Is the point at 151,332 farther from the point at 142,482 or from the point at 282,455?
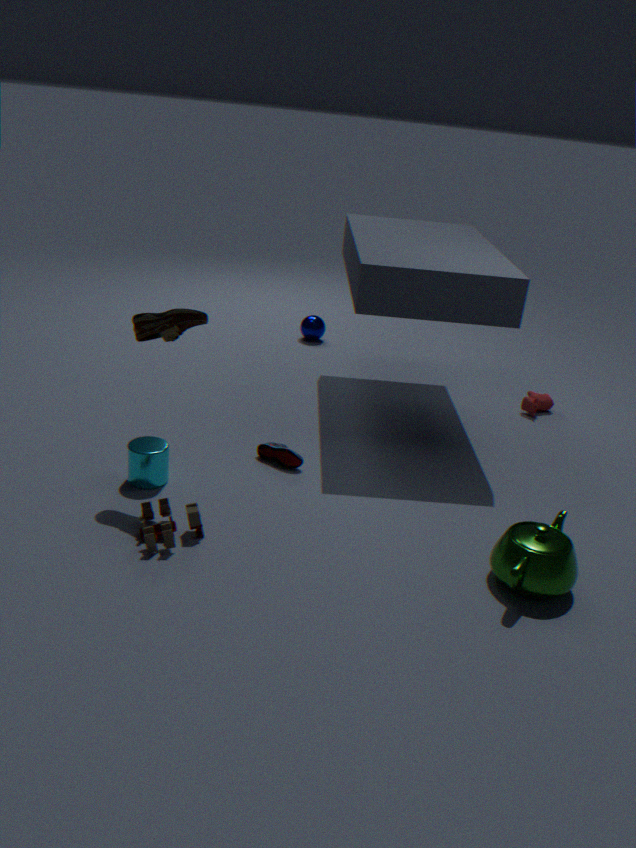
the point at 282,455
